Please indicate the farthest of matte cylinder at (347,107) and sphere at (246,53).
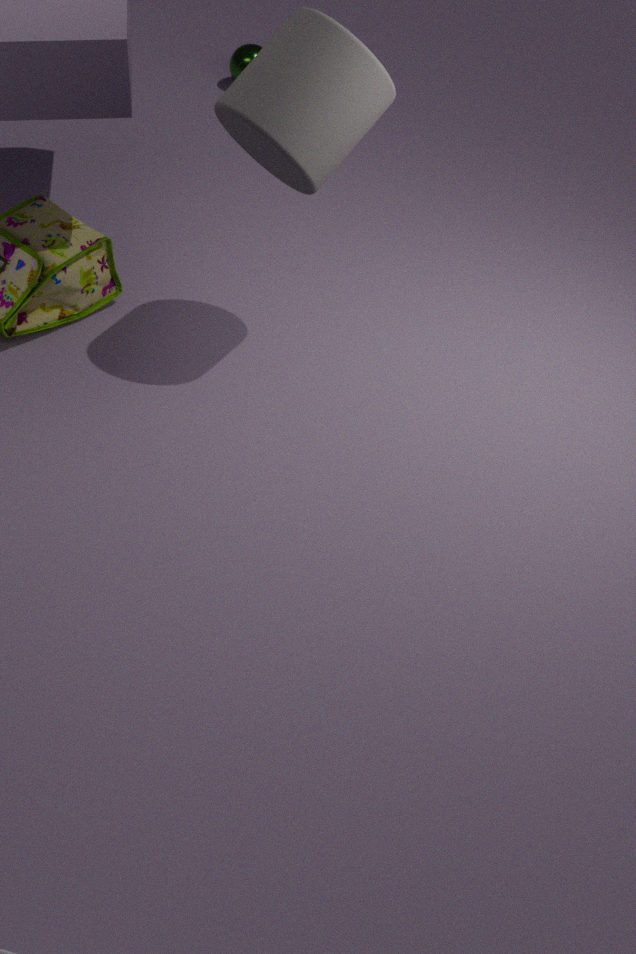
sphere at (246,53)
